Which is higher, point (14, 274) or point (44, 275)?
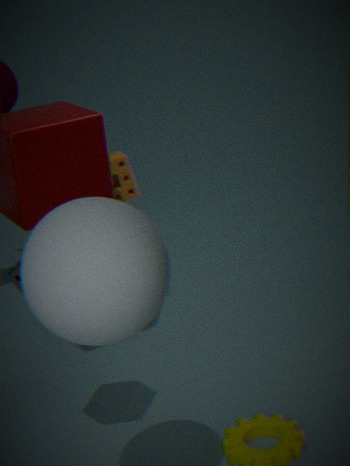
point (44, 275)
